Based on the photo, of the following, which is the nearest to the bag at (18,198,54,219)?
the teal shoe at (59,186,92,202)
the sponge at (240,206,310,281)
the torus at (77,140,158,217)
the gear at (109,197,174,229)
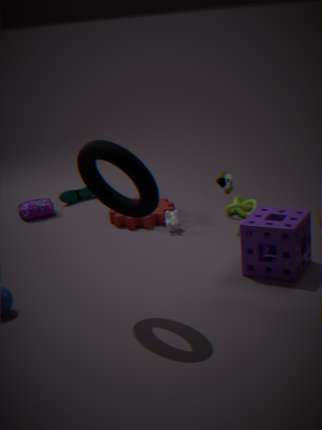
the teal shoe at (59,186,92,202)
